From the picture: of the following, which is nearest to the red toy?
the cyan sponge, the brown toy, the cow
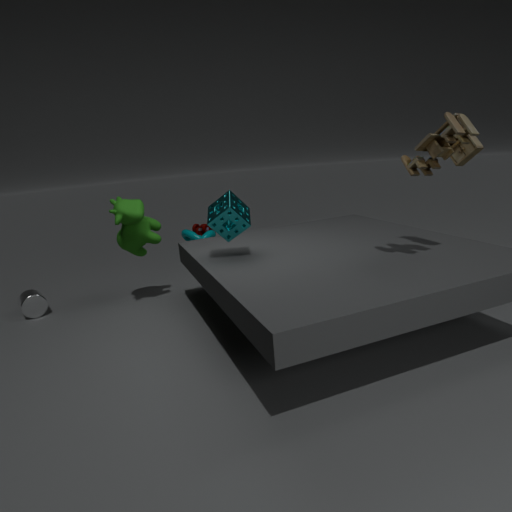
the cow
